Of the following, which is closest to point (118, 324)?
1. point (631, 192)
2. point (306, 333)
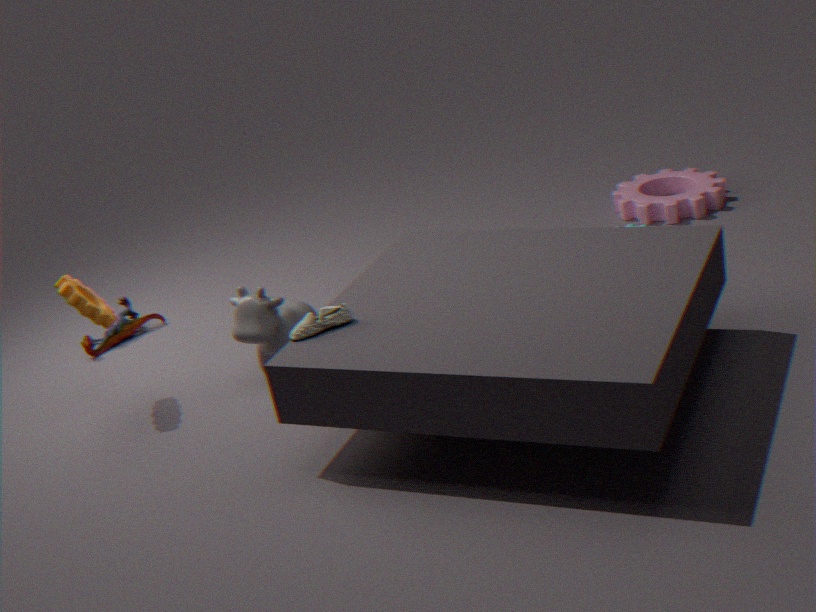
point (306, 333)
